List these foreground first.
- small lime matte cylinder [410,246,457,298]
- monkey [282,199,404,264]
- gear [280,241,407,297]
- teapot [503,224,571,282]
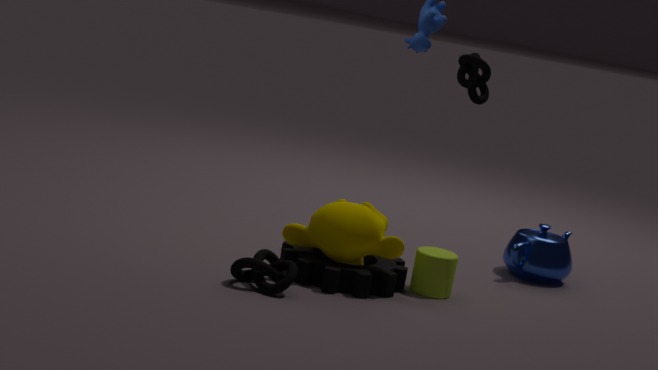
gear [280,241,407,297] → monkey [282,199,404,264] → small lime matte cylinder [410,246,457,298] → teapot [503,224,571,282]
